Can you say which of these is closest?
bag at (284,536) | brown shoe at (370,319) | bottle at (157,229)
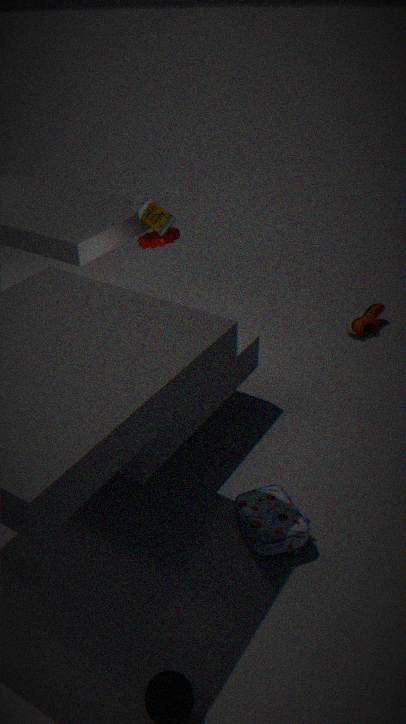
bag at (284,536)
